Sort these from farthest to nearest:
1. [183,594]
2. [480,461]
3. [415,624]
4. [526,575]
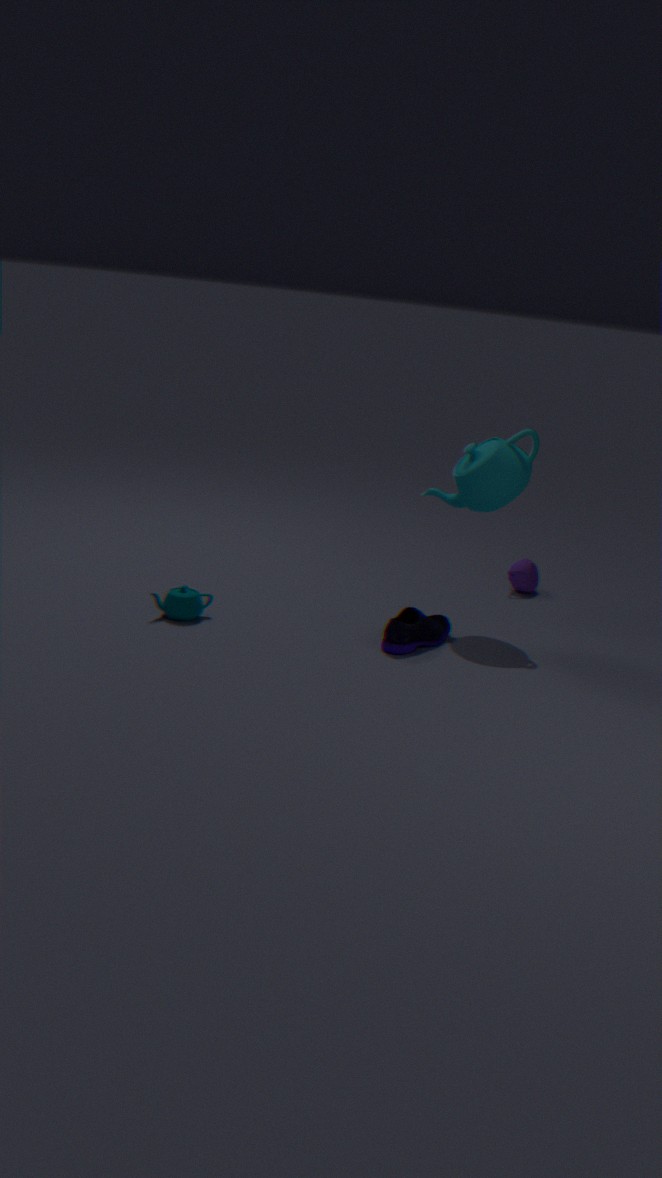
[526,575] < [480,461] < [183,594] < [415,624]
